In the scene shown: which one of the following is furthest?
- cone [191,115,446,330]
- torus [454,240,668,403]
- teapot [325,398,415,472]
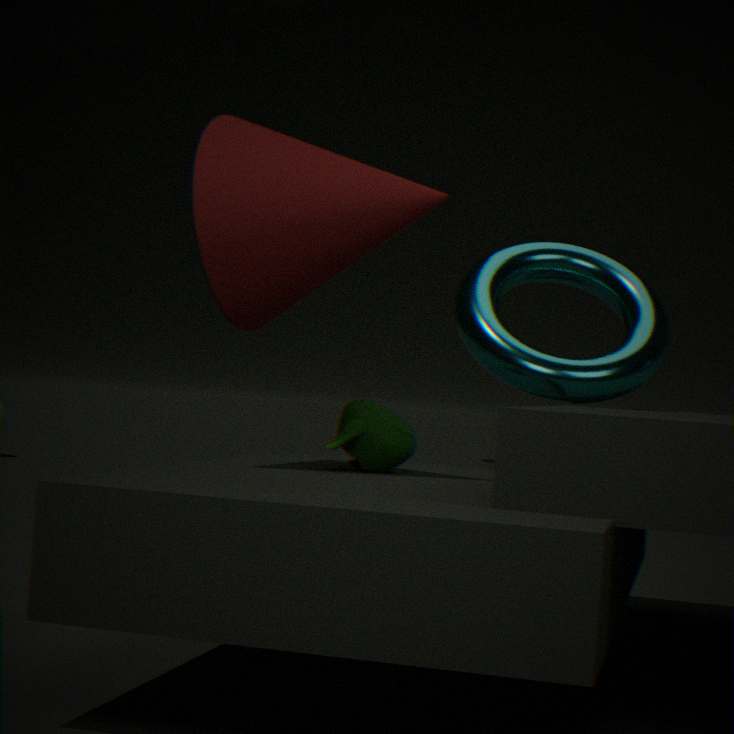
torus [454,240,668,403]
